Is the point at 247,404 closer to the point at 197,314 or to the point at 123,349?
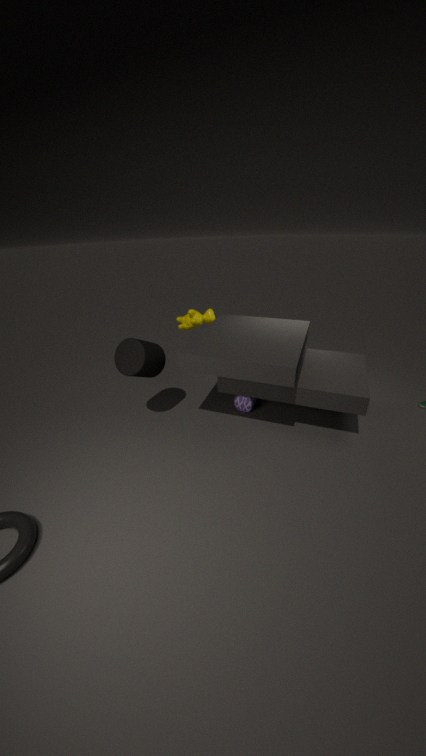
the point at 197,314
